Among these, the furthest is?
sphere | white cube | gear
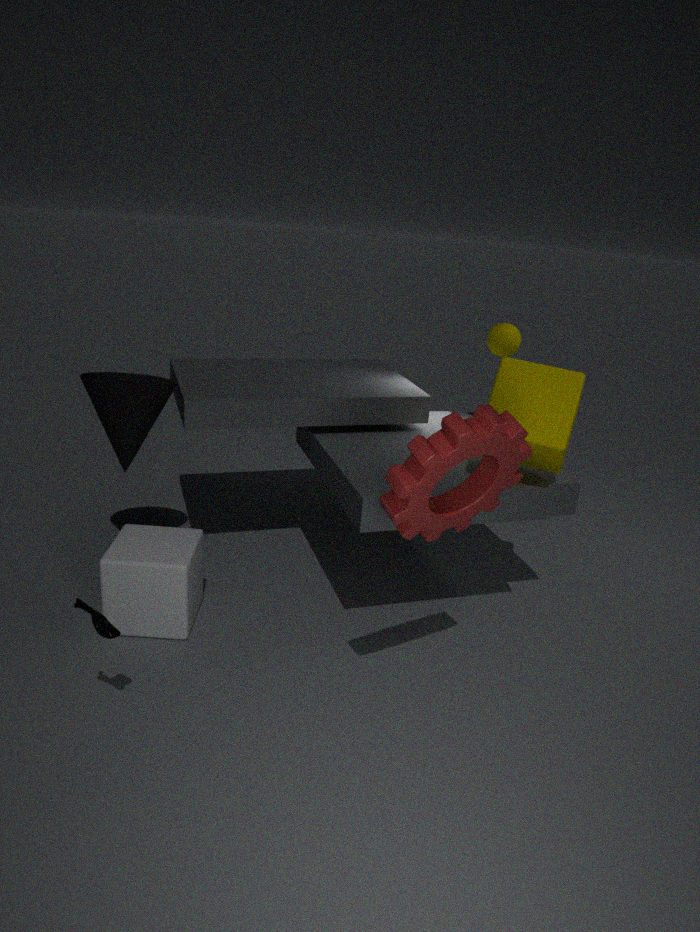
sphere
